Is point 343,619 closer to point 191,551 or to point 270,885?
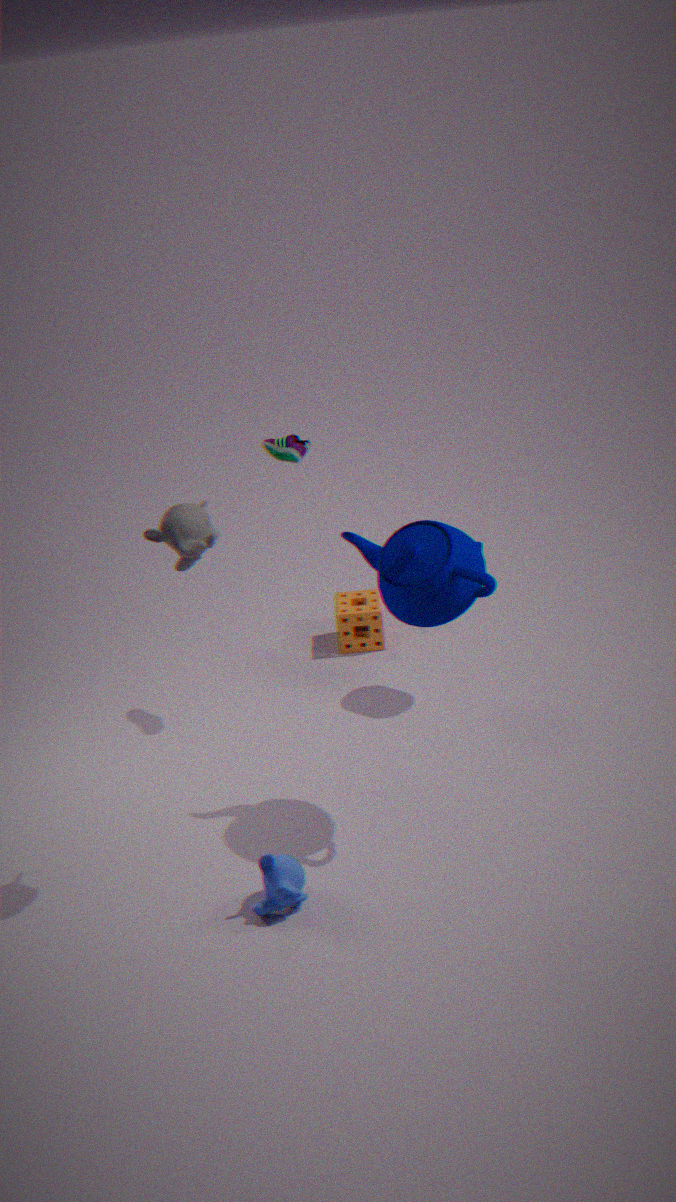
point 270,885
